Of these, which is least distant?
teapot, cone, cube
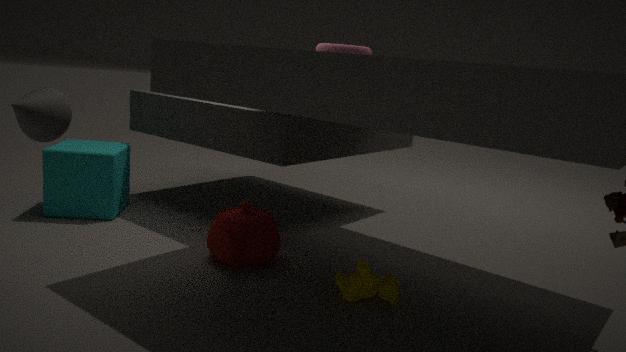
cone
